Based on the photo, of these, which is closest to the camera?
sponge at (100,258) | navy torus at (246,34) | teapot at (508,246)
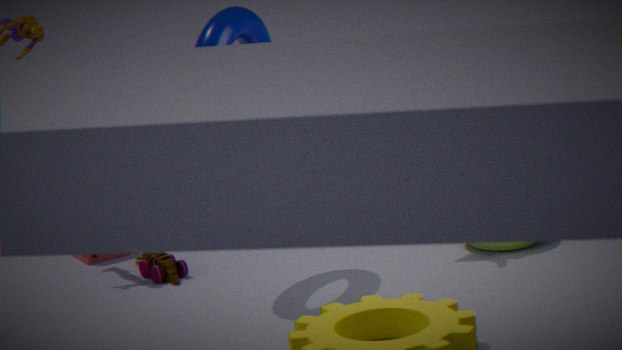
teapot at (508,246)
